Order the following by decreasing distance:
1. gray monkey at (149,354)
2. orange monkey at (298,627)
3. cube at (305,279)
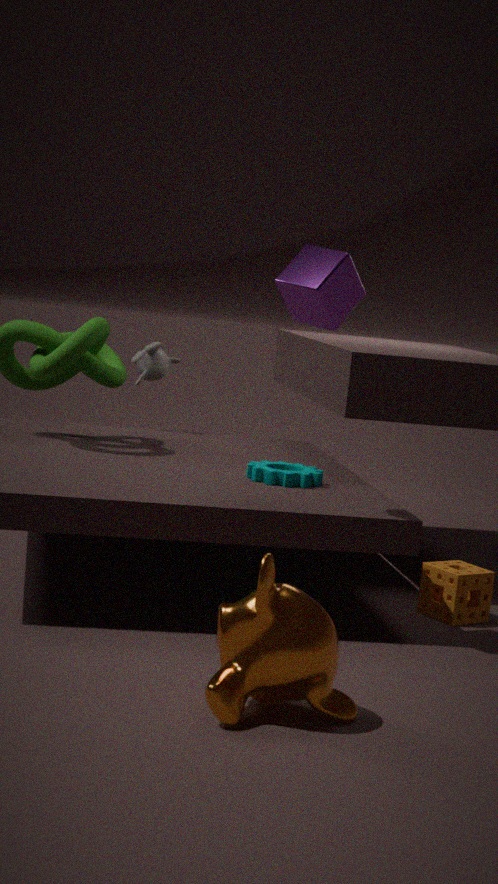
gray monkey at (149,354) < cube at (305,279) < orange monkey at (298,627)
